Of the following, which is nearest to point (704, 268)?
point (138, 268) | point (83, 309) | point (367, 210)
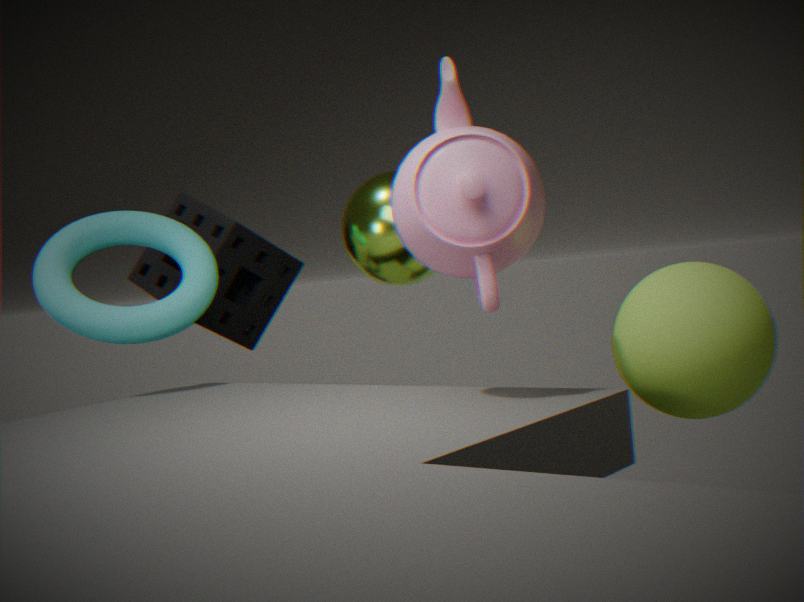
point (367, 210)
